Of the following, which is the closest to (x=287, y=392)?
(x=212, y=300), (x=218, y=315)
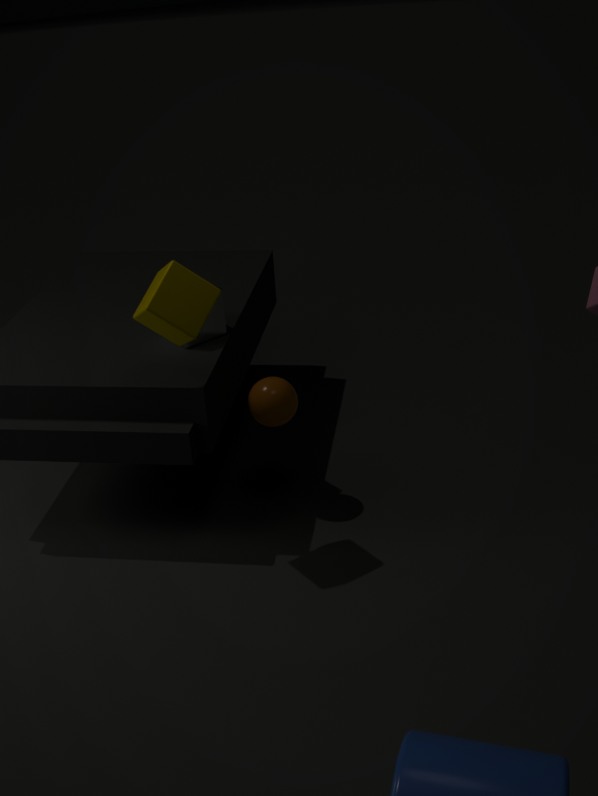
(x=218, y=315)
